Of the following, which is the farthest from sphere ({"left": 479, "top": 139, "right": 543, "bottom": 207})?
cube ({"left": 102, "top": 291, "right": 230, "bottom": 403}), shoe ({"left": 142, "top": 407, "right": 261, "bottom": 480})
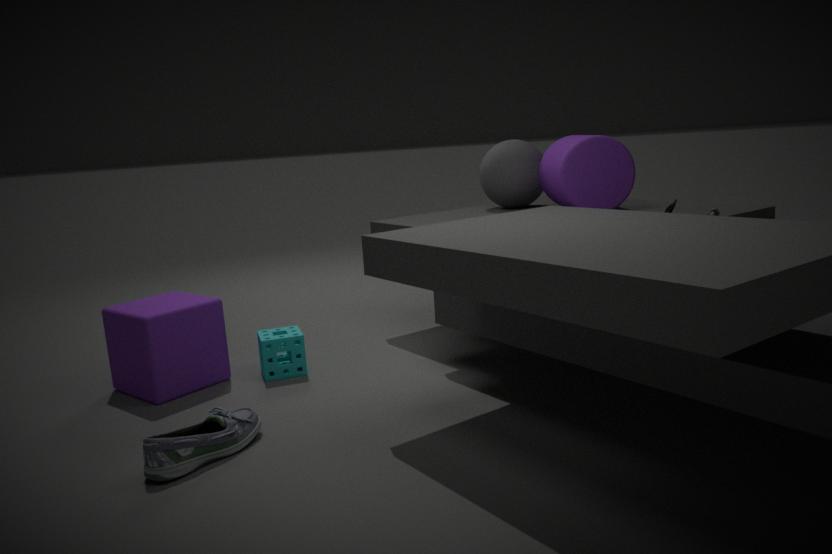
shoe ({"left": 142, "top": 407, "right": 261, "bottom": 480})
